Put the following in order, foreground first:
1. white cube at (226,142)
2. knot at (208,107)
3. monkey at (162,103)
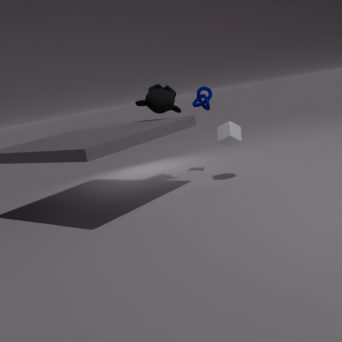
white cube at (226,142) → monkey at (162,103) → knot at (208,107)
